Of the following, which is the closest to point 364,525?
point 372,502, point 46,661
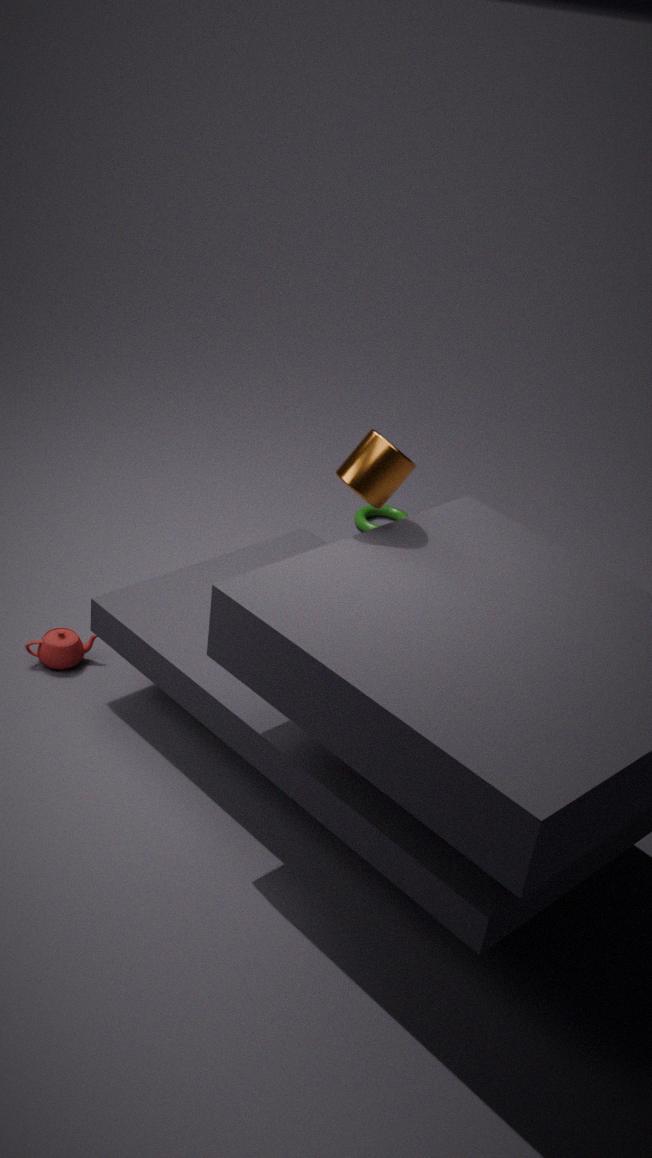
point 46,661
